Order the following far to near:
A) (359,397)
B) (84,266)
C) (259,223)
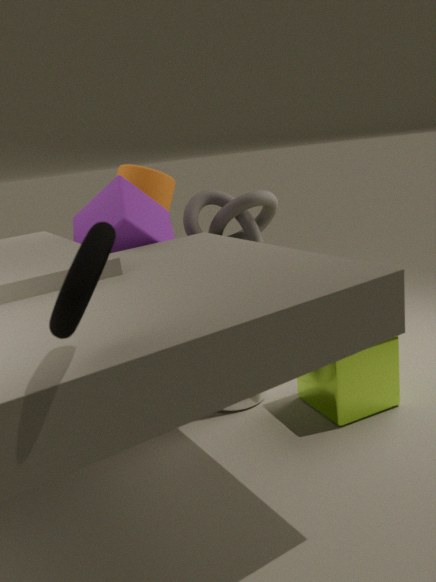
(259,223)
(359,397)
(84,266)
